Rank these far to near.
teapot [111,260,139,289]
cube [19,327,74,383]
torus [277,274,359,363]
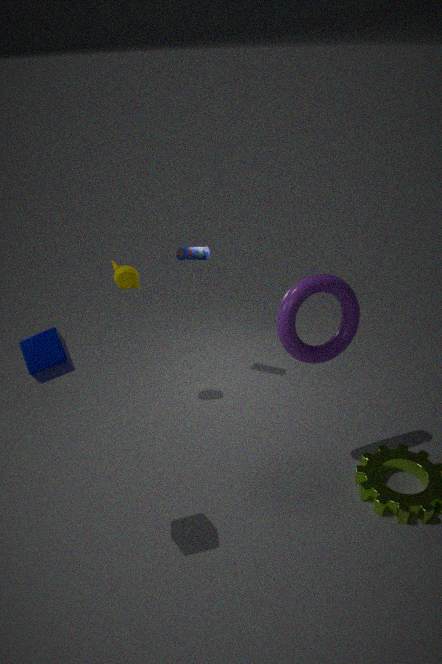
teapot [111,260,139,289] < torus [277,274,359,363] < cube [19,327,74,383]
